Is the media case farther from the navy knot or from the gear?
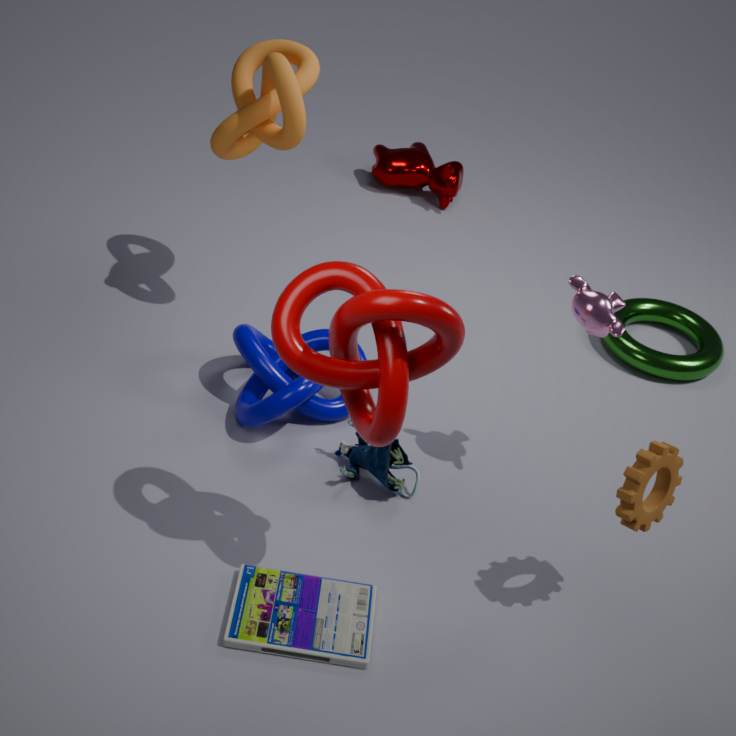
the gear
